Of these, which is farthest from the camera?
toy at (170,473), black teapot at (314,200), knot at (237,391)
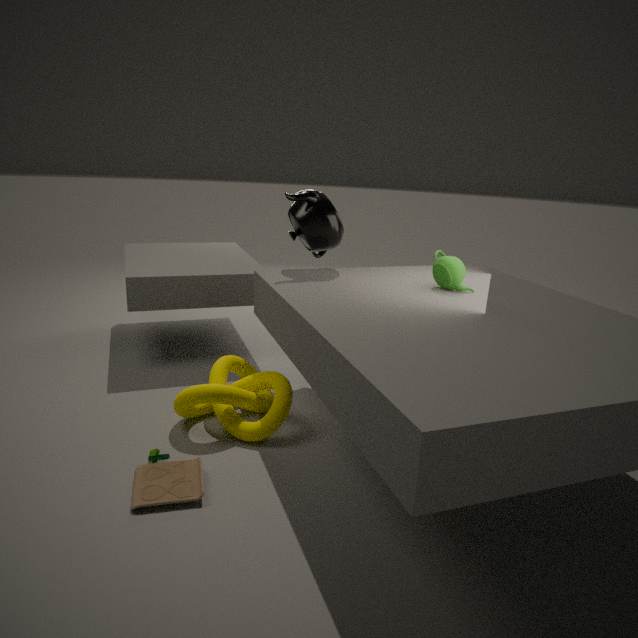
black teapot at (314,200)
